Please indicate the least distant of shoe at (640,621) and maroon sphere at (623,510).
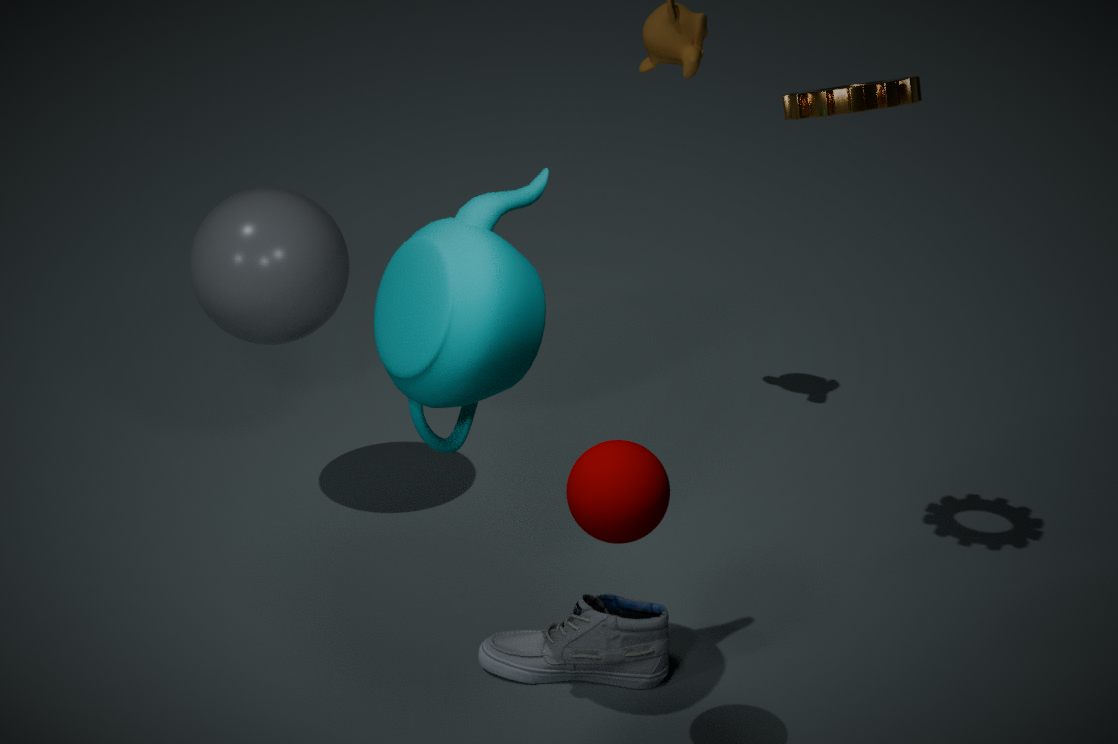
maroon sphere at (623,510)
